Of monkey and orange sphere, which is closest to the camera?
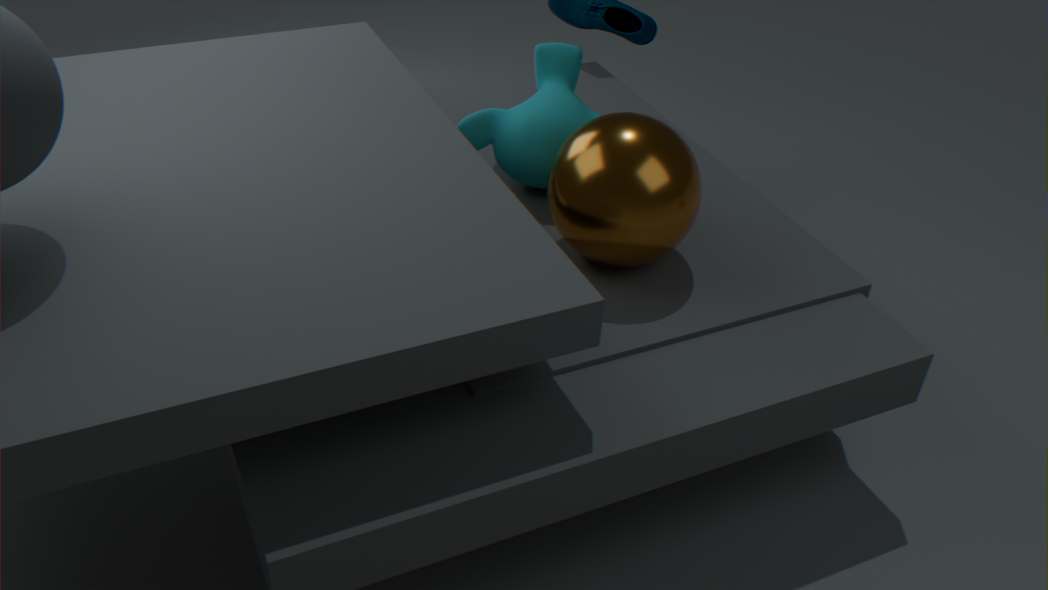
orange sphere
